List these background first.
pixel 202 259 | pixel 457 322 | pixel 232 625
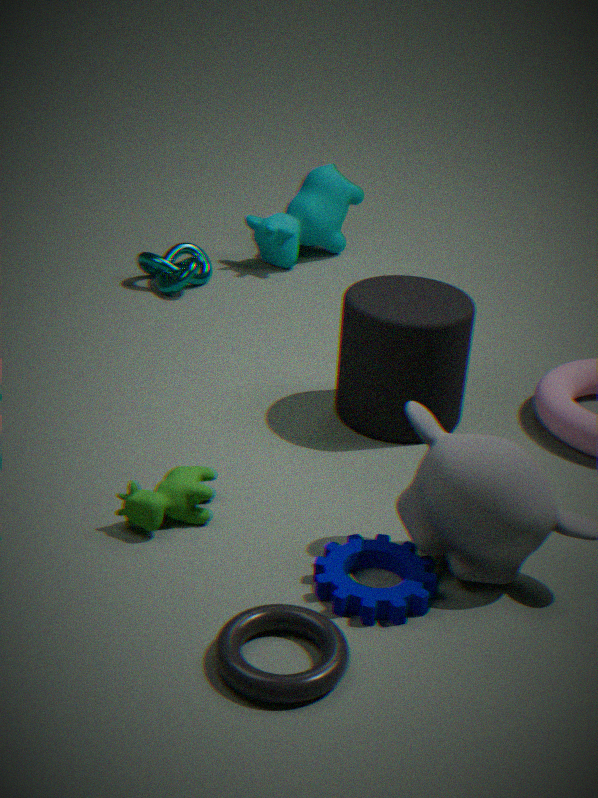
pixel 202 259
pixel 457 322
pixel 232 625
